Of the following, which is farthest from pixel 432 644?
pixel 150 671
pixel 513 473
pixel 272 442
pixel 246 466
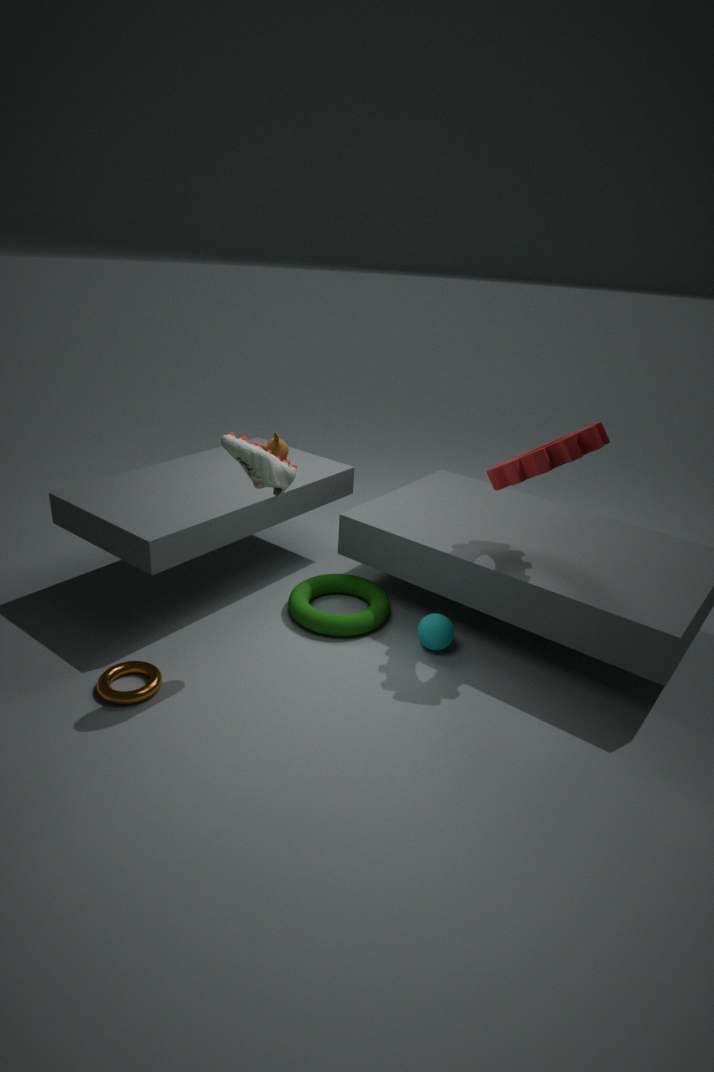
pixel 150 671
